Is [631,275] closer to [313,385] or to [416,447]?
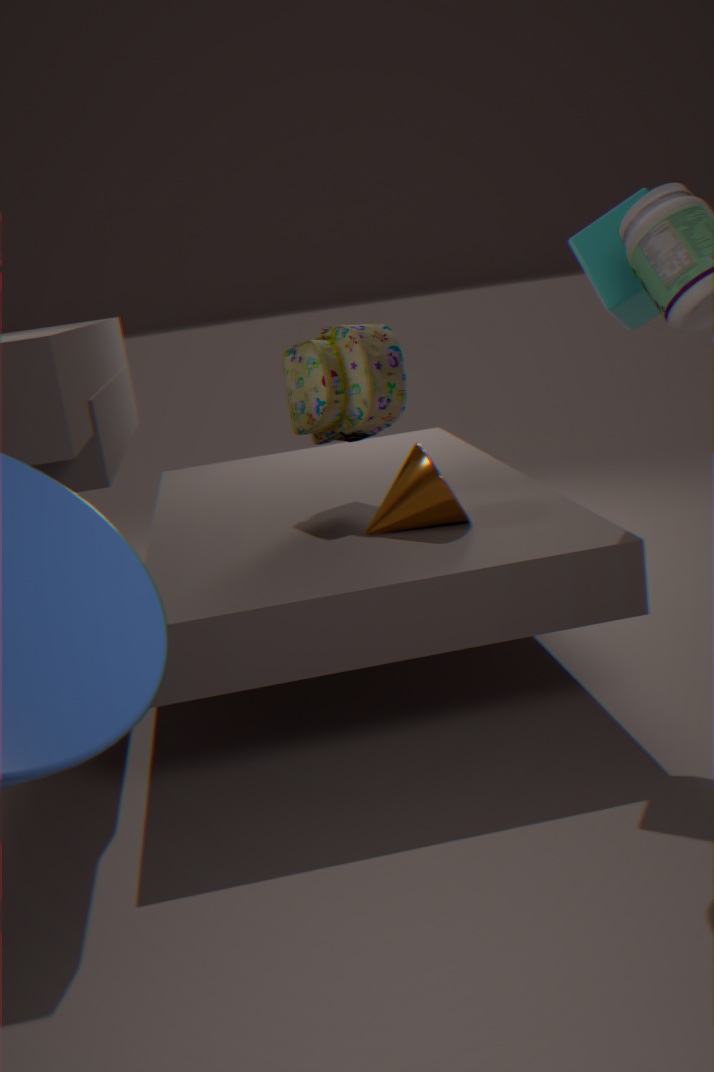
[416,447]
